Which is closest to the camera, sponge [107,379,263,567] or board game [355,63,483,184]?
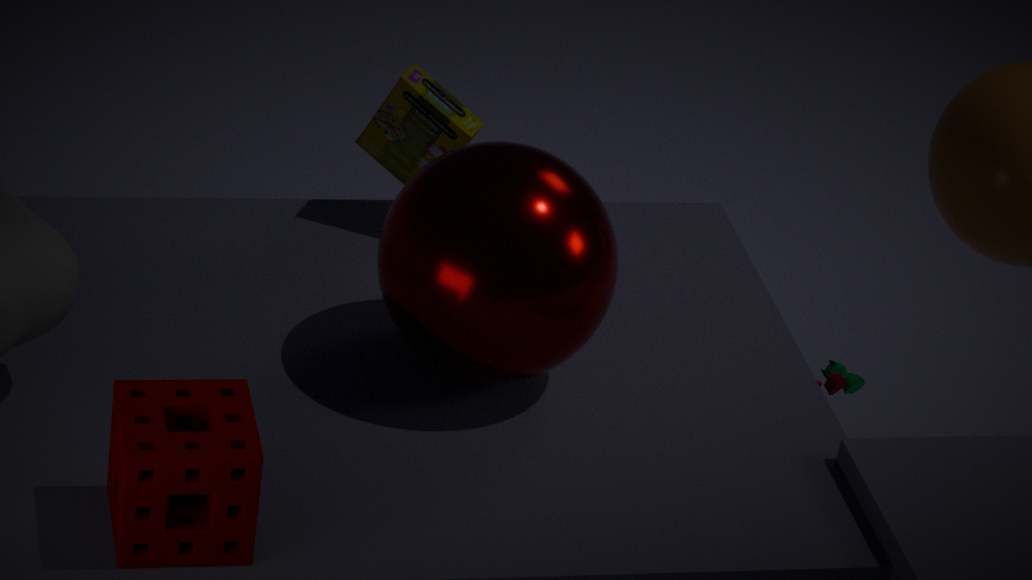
sponge [107,379,263,567]
